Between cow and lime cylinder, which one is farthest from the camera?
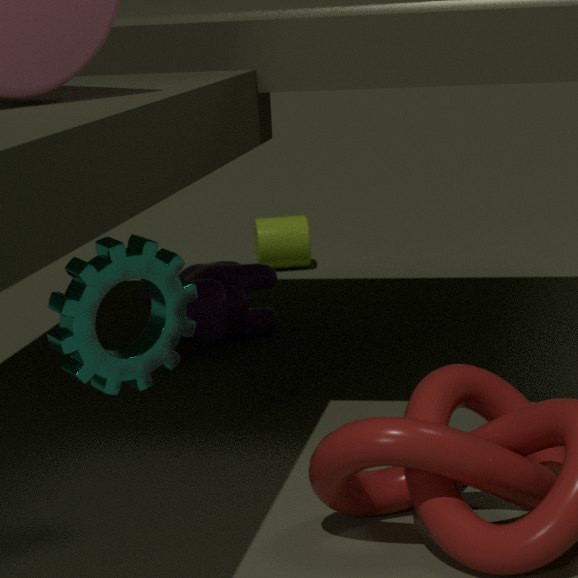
lime cylinder
